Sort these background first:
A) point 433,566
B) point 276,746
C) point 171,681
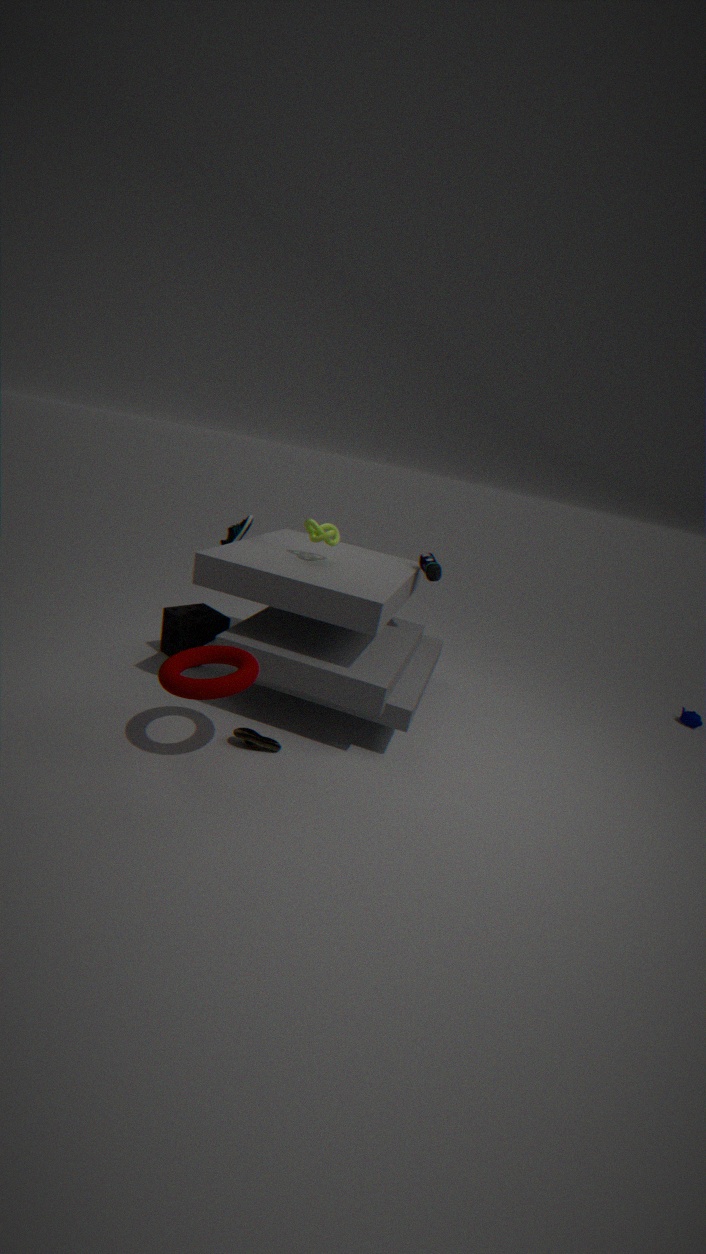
point 433,566 < point 276,746 < point 171,681
